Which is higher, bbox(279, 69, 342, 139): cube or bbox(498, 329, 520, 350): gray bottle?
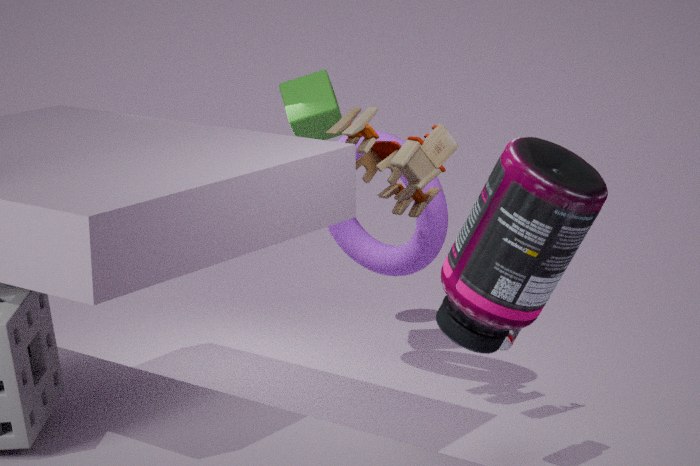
bbox(279, 69, 342, 139): cube
